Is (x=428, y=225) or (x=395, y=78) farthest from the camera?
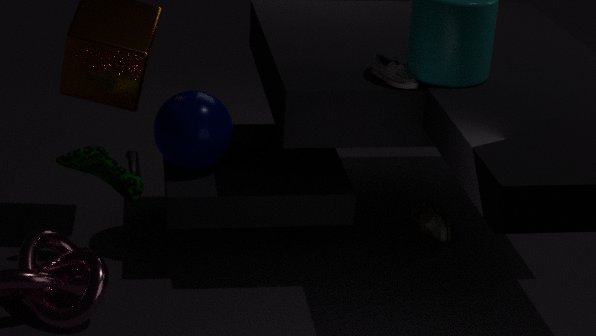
(x=428, y=225)
